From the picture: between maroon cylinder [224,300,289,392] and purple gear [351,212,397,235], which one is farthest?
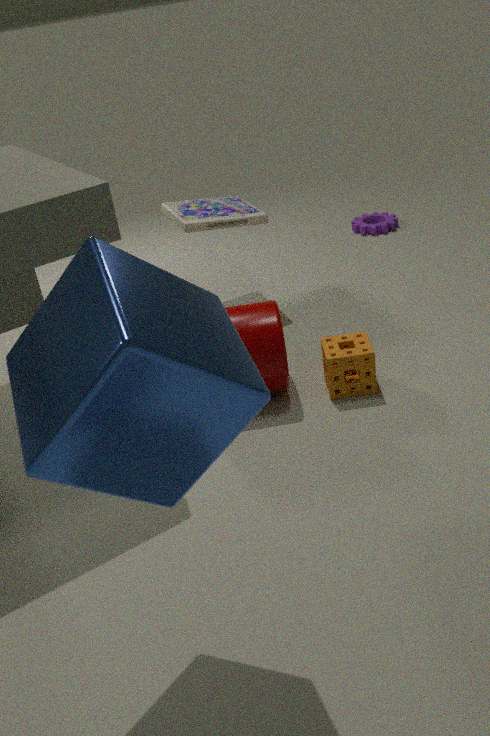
purple gear [351,212,397,235]
